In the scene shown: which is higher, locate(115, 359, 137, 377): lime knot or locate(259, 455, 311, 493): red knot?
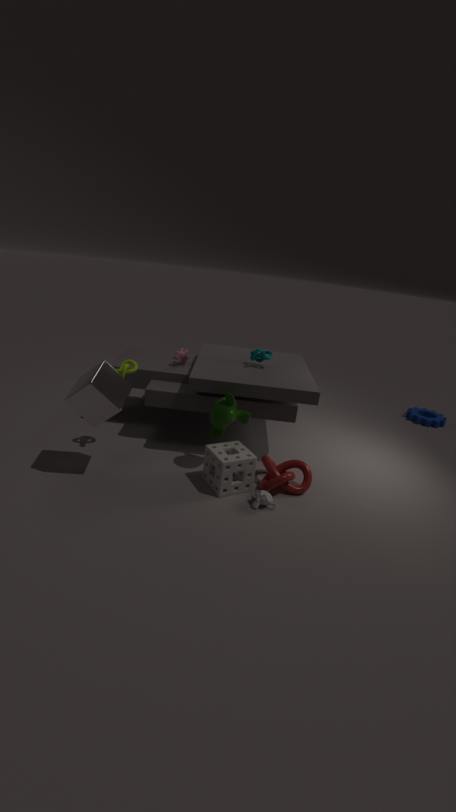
locate(115, 359, 137, 377): lime knot
